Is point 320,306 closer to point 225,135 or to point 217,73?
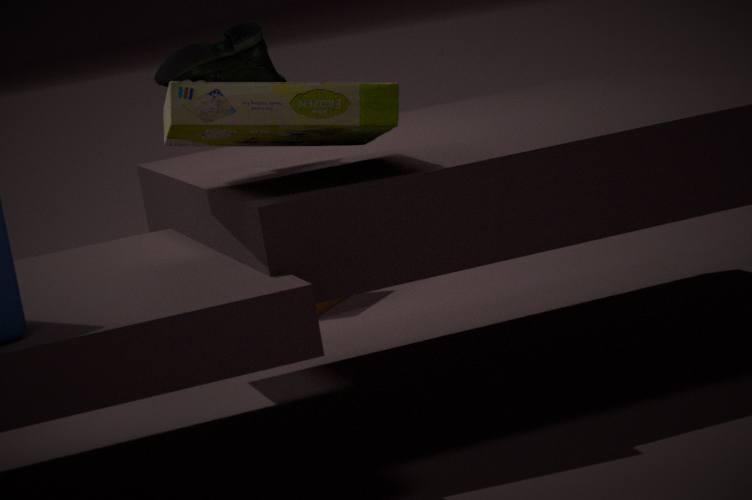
point 217,73
